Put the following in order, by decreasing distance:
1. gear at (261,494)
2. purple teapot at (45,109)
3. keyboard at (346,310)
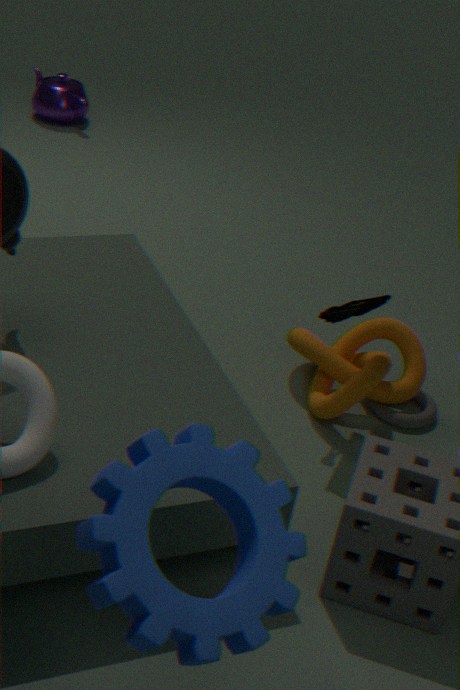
purple teapot at (45,109)
keyboard at (346,310)
gear at (261,494)
